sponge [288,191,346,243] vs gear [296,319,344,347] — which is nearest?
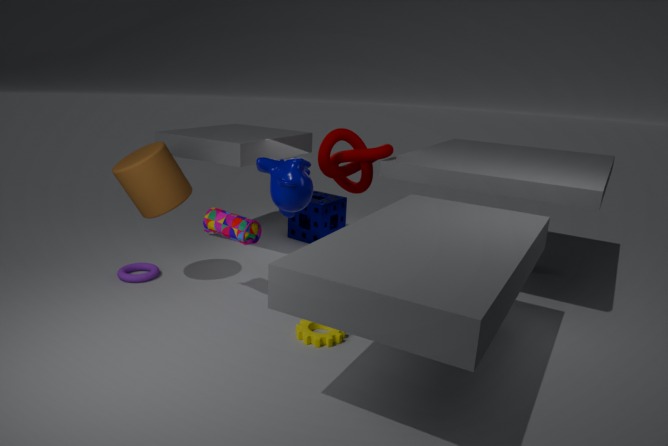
gear [296,319,344,347]
